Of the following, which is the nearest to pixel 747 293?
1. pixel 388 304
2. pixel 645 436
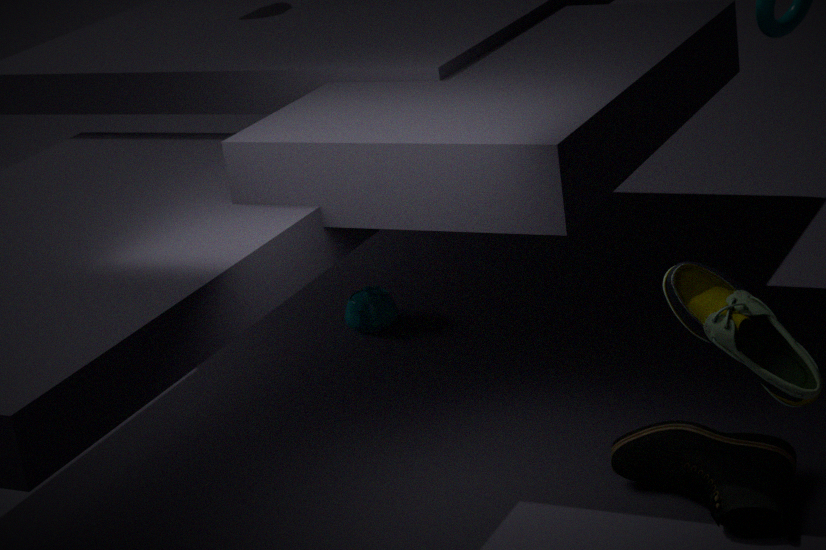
pixel 645 436
